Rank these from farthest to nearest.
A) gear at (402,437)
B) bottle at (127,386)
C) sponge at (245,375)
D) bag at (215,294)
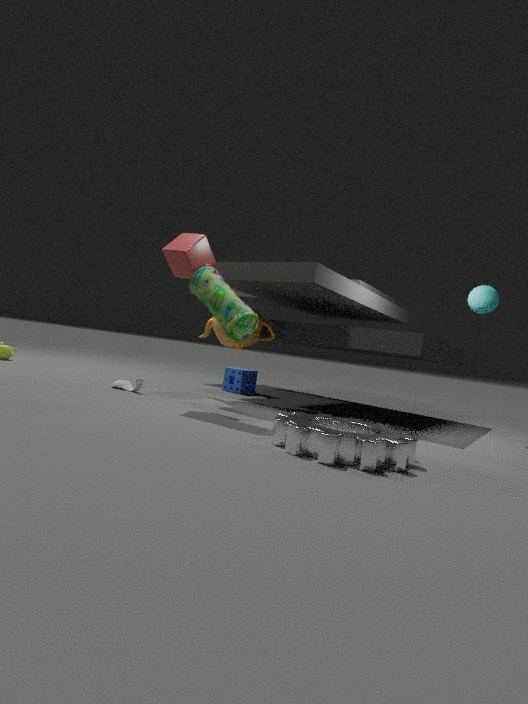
sponge at (245,375) < bottle at (127,386) < bag at (215,294) < gear at (402,437)
